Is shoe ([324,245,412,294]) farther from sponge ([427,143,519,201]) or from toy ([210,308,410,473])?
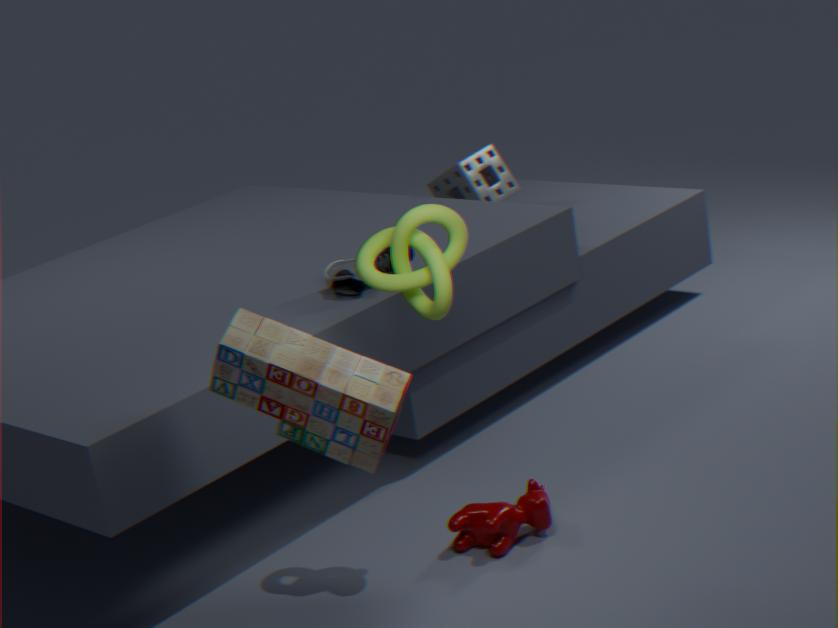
sponge ([427,143,519,201])
